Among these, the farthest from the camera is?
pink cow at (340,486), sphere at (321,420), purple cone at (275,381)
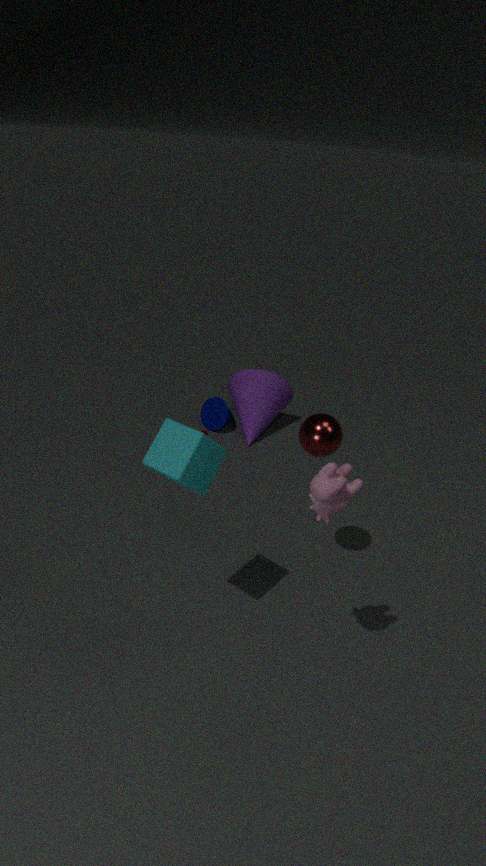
purple cone at (275,381)
